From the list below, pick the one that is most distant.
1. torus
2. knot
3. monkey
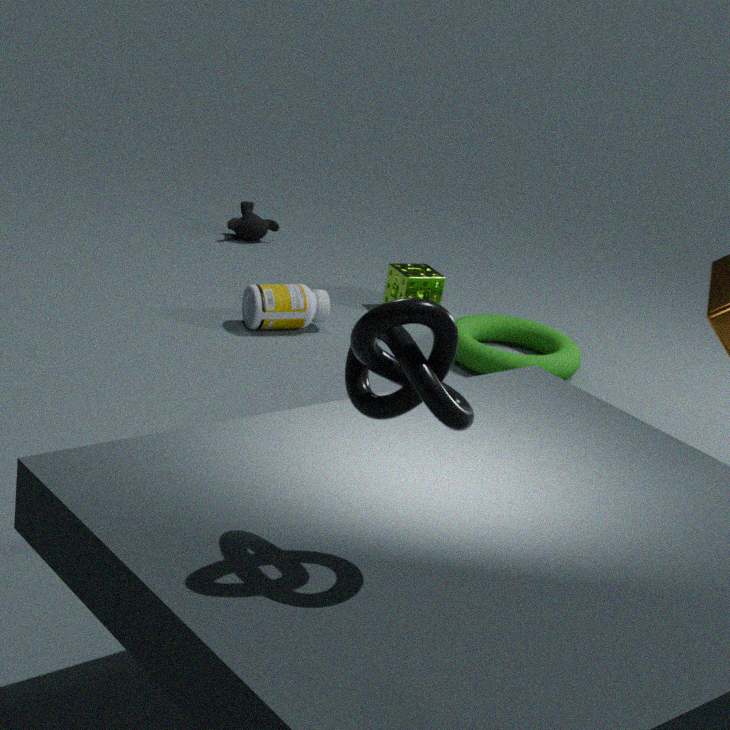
A: monkey
